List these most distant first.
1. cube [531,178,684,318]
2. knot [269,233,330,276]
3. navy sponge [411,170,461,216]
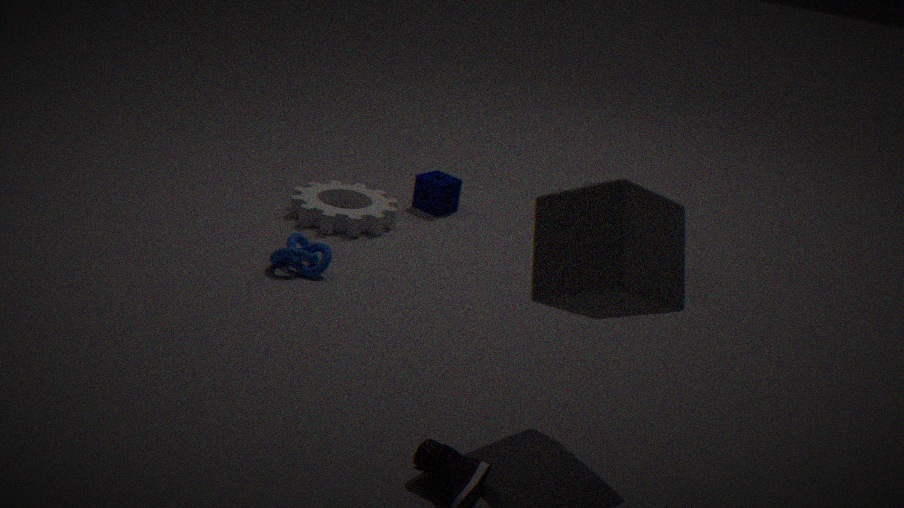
navy sponge [411,170,461,216] → knot [269,233,330,276] → cube [531,178,684,318]
